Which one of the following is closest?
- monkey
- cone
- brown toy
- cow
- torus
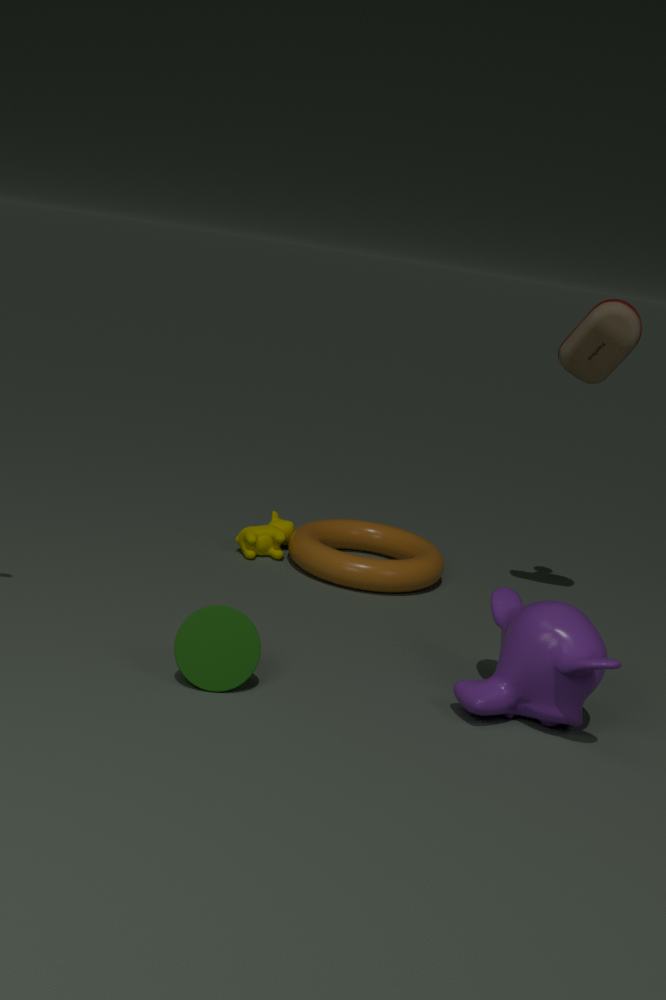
monkey
